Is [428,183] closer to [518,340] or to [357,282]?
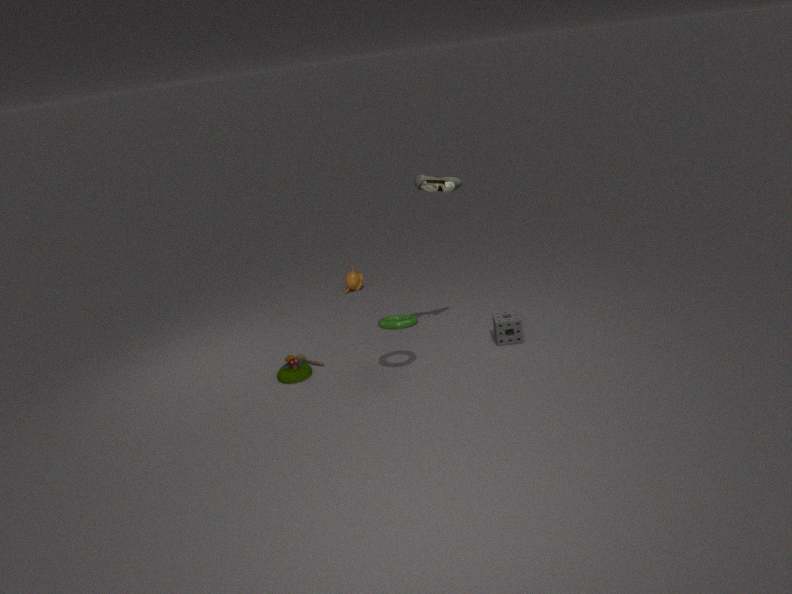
[518,340]
